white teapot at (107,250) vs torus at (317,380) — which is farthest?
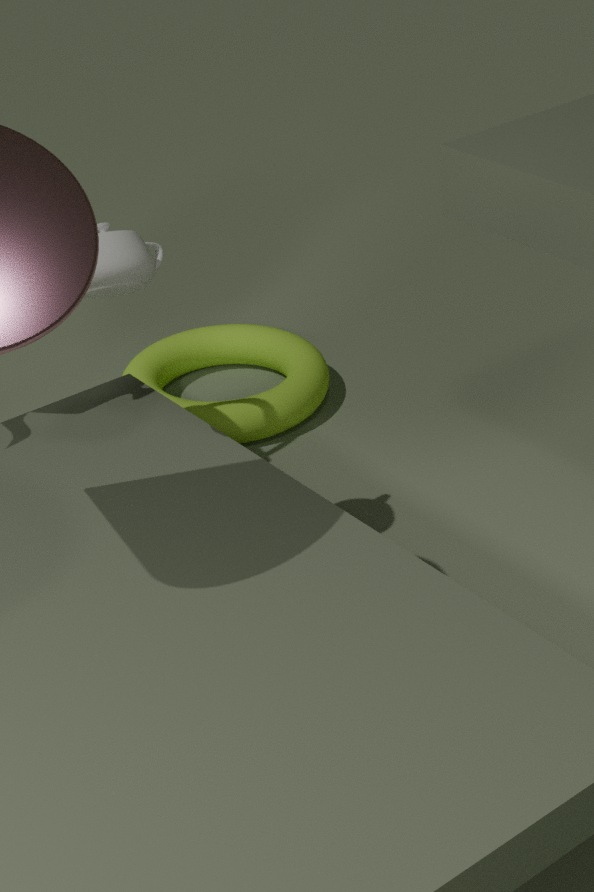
torus at (317,380)
